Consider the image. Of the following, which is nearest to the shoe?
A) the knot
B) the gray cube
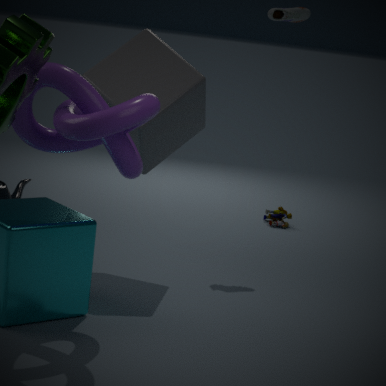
the gray cube
